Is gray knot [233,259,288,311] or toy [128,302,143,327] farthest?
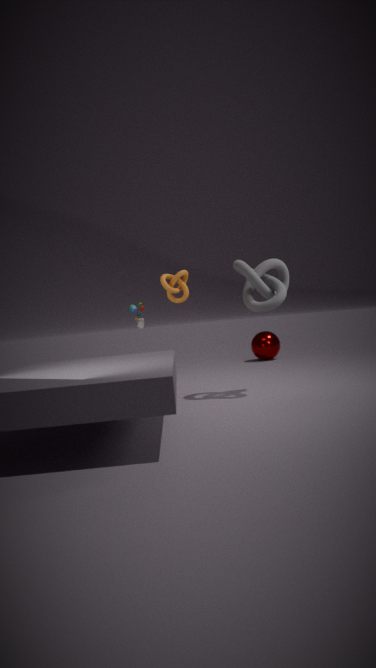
toy [128,302,143,327]
